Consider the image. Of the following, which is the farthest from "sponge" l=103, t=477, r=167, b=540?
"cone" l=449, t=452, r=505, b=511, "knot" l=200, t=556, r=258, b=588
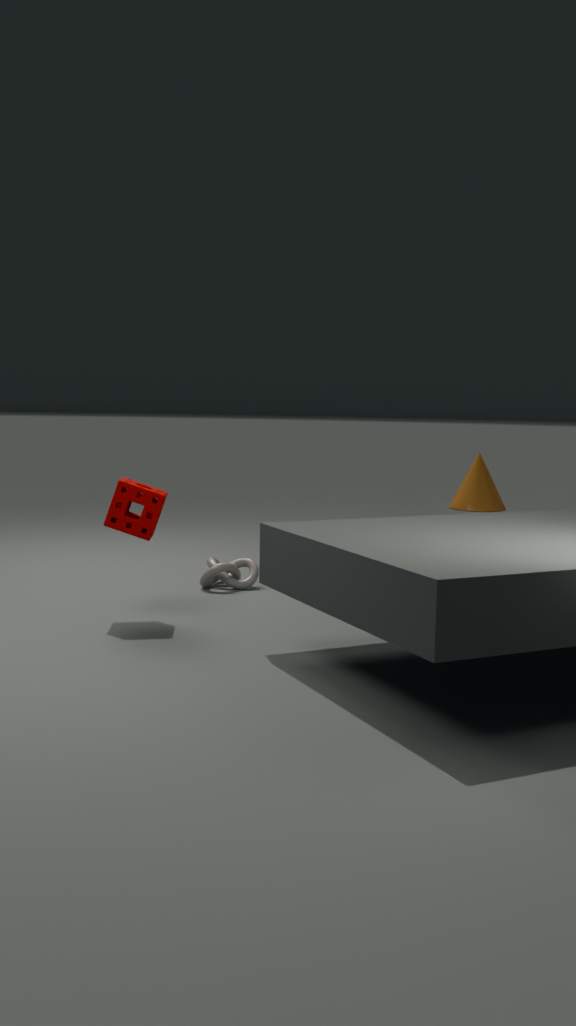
"cone" l=449, t=452, r=505, b=511
